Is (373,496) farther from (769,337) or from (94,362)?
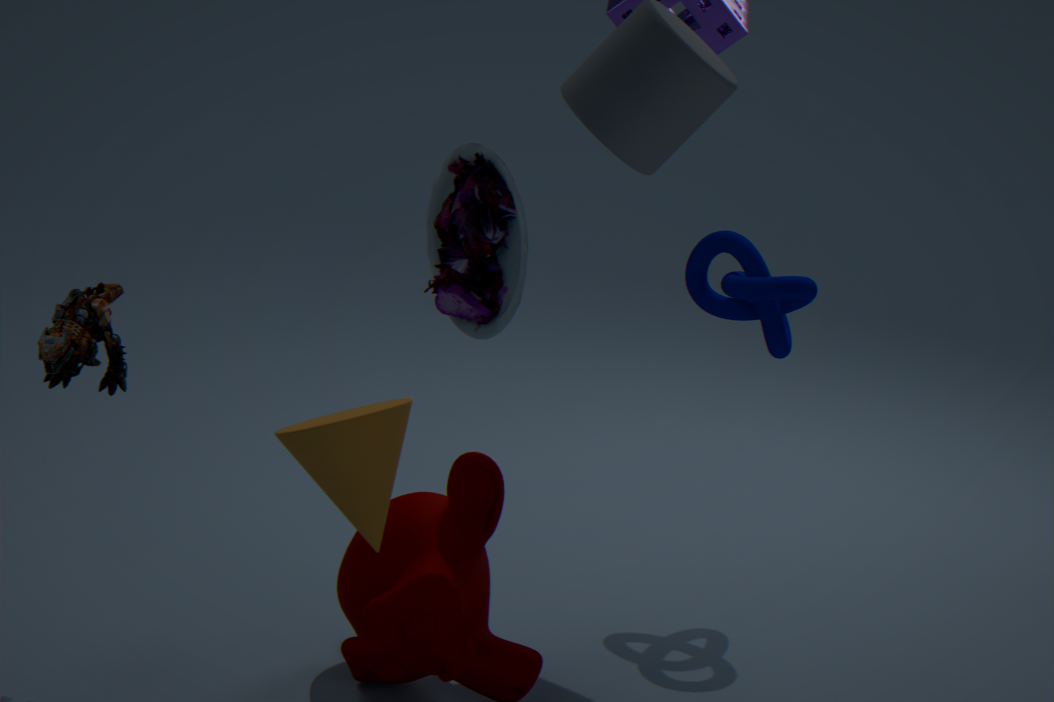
(769,337)
